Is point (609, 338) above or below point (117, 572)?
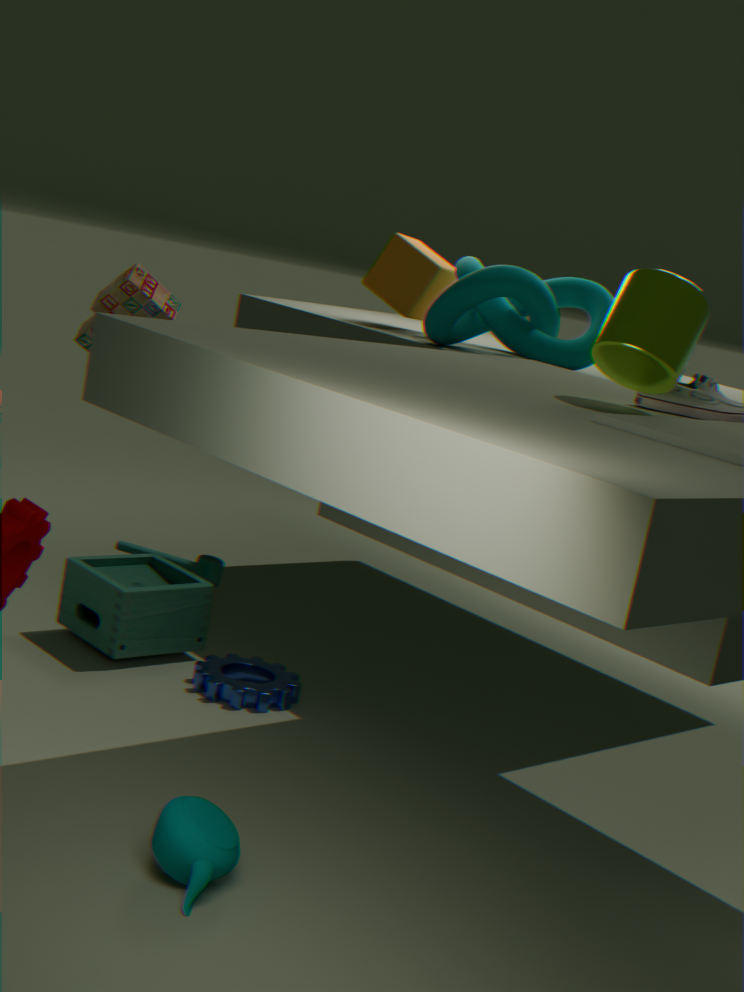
above
